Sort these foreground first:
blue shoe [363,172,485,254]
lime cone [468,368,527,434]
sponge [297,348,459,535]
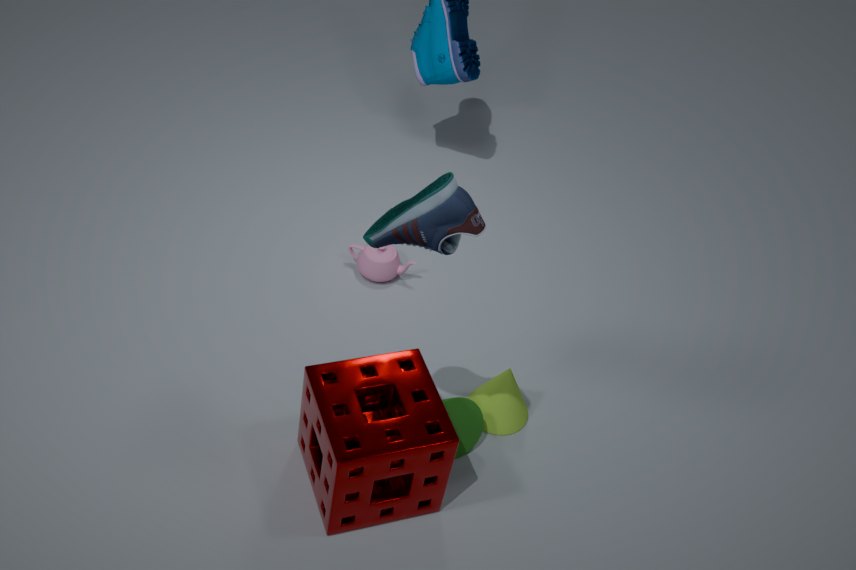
blue shoe [363,172,485,254]
sponge [297,348,459,535]
lime cone [468,368,527,434]
